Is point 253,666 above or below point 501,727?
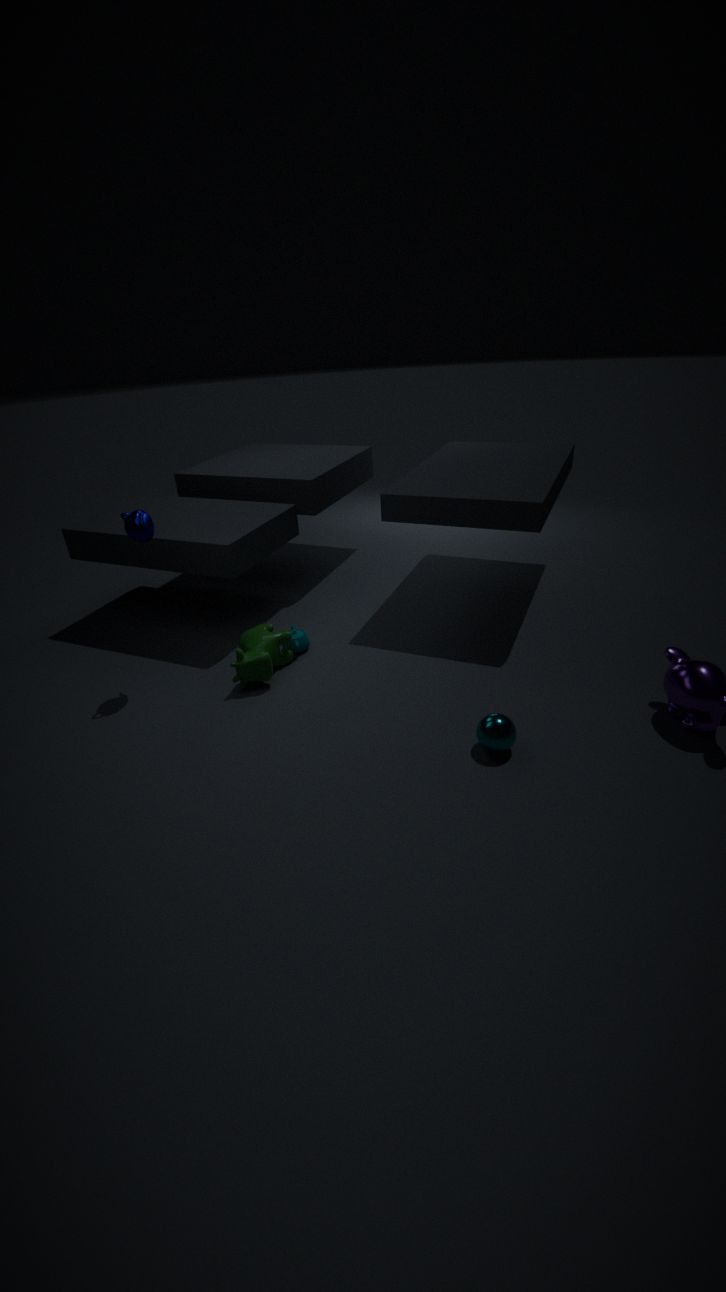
above
